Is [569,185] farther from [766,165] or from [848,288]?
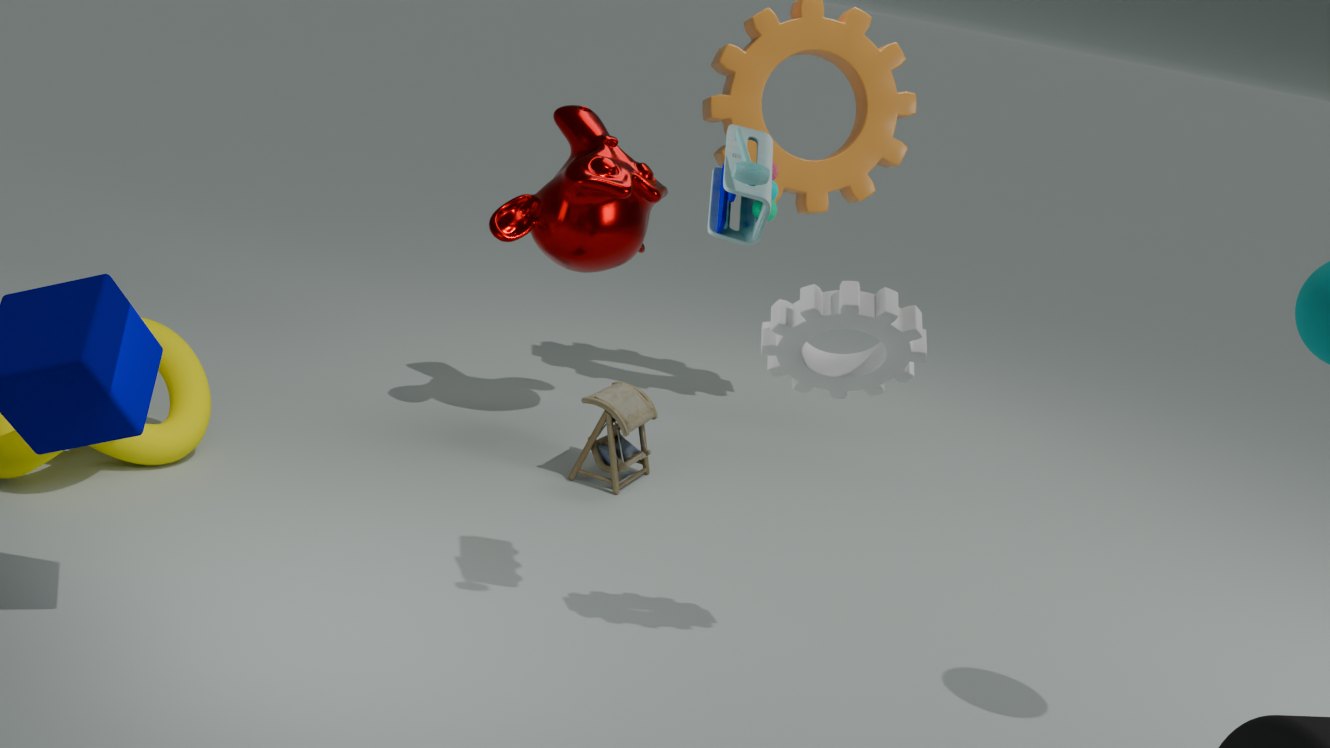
[848,288]
